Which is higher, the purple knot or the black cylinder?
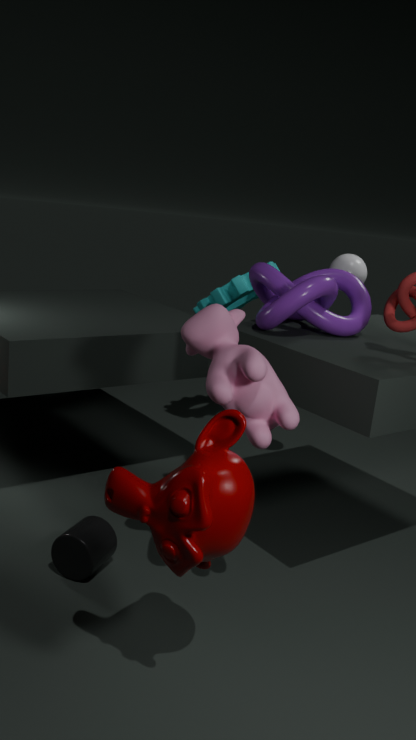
the purple knot
